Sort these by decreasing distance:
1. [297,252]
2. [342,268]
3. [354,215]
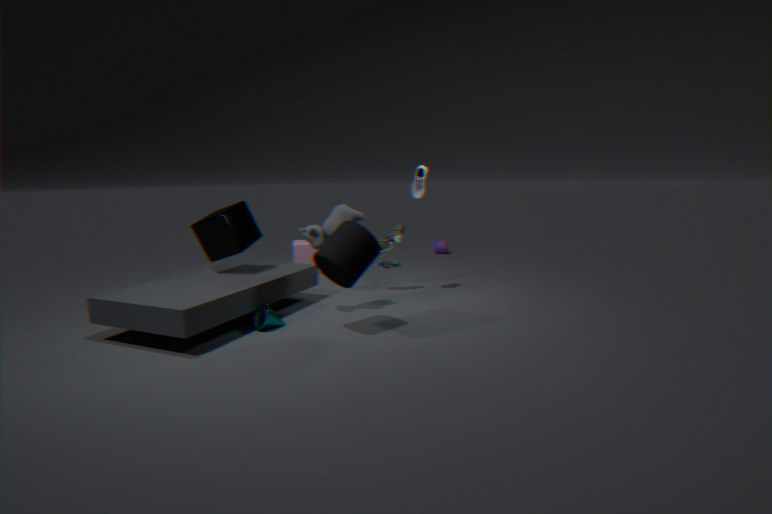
[297,252] → [354,215] → [342,268]
